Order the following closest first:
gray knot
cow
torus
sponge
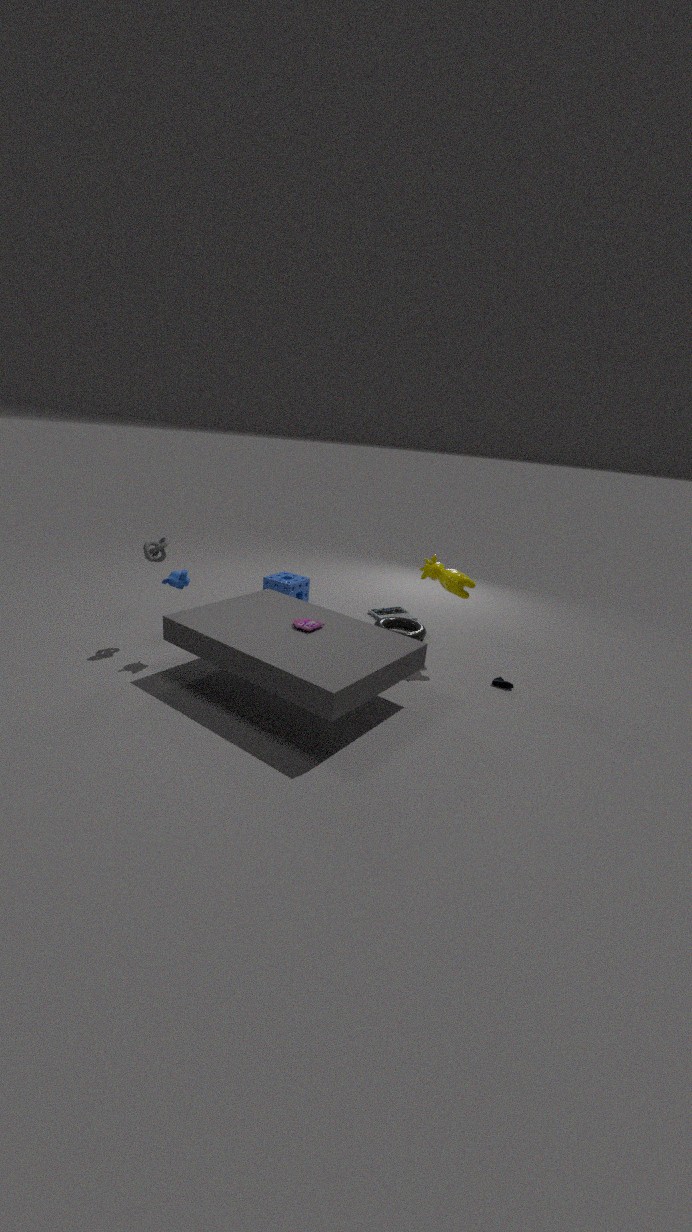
1. gray knot
2. cow
3. torus
4. sponge
